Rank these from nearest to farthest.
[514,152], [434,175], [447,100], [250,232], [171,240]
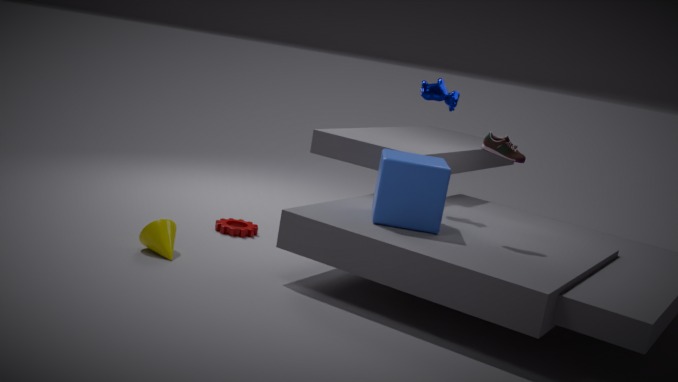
1. [434,175]
2. [514,152]
3. [171,240]
4. [447,100]
5. [250,232]
